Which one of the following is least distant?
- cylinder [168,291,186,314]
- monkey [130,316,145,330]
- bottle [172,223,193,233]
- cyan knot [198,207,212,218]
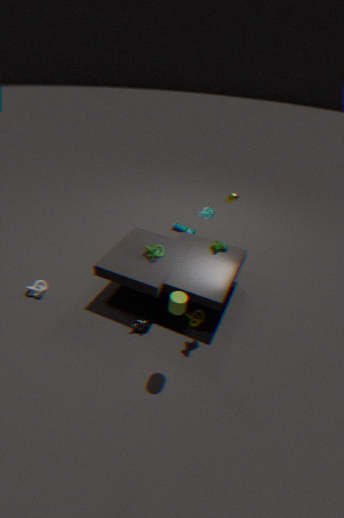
cylinder [168,291,186,314]
